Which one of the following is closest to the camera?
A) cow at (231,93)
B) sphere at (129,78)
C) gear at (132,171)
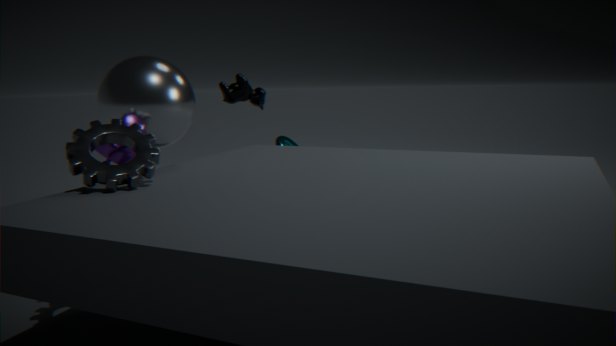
gear at (132,171)
